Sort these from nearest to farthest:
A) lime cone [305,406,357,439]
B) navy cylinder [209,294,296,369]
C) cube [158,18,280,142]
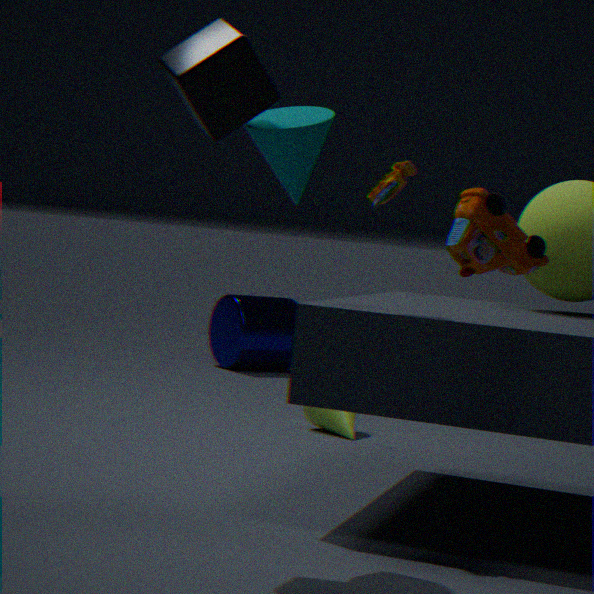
cube [158,18,280,142] < lime cone [305,406,357,439] < navy cylinder [209,294,296,369]
